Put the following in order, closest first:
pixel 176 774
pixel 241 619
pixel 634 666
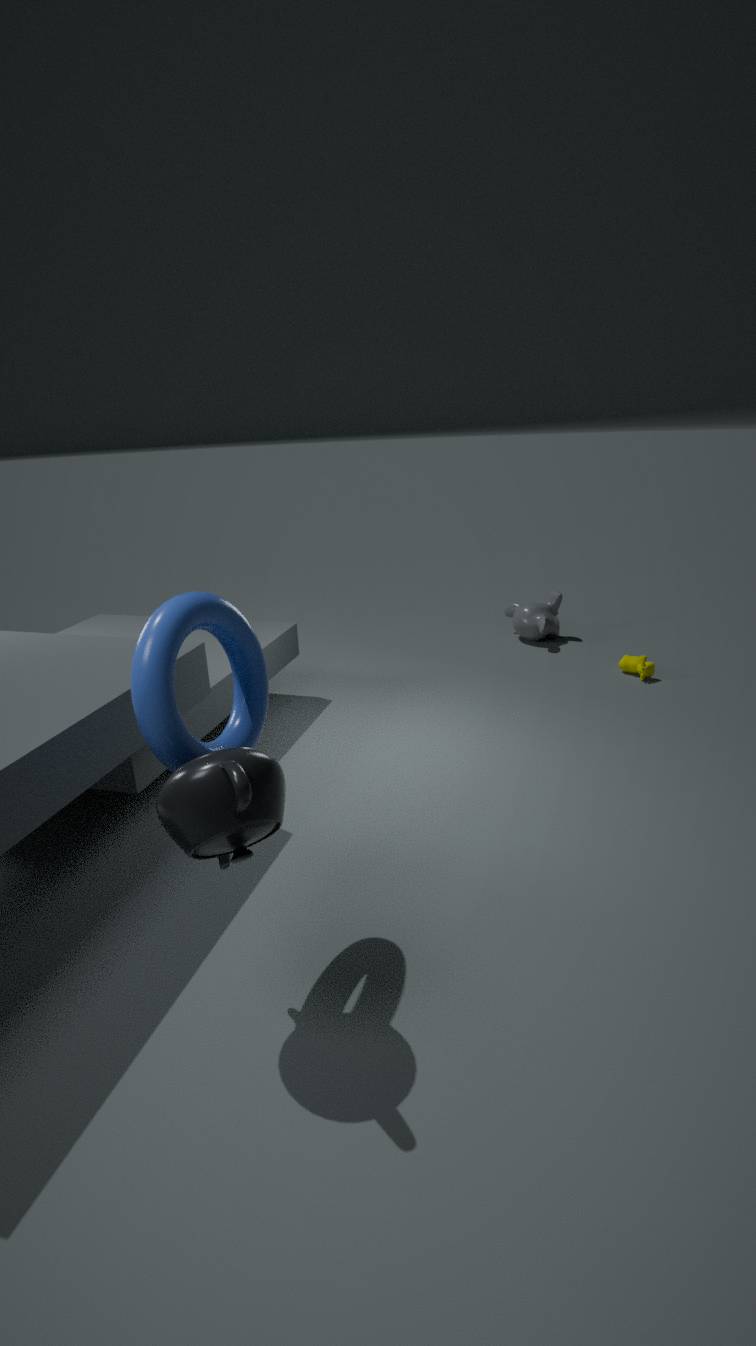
1. pixel 176 774
2. pixel 241 619
3. pixel 634 666
